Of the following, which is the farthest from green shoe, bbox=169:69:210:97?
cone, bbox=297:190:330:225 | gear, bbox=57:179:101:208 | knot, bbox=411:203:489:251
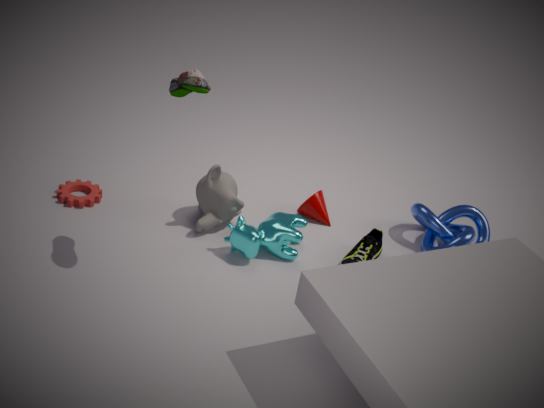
knot, bbox=411:203:489:251
